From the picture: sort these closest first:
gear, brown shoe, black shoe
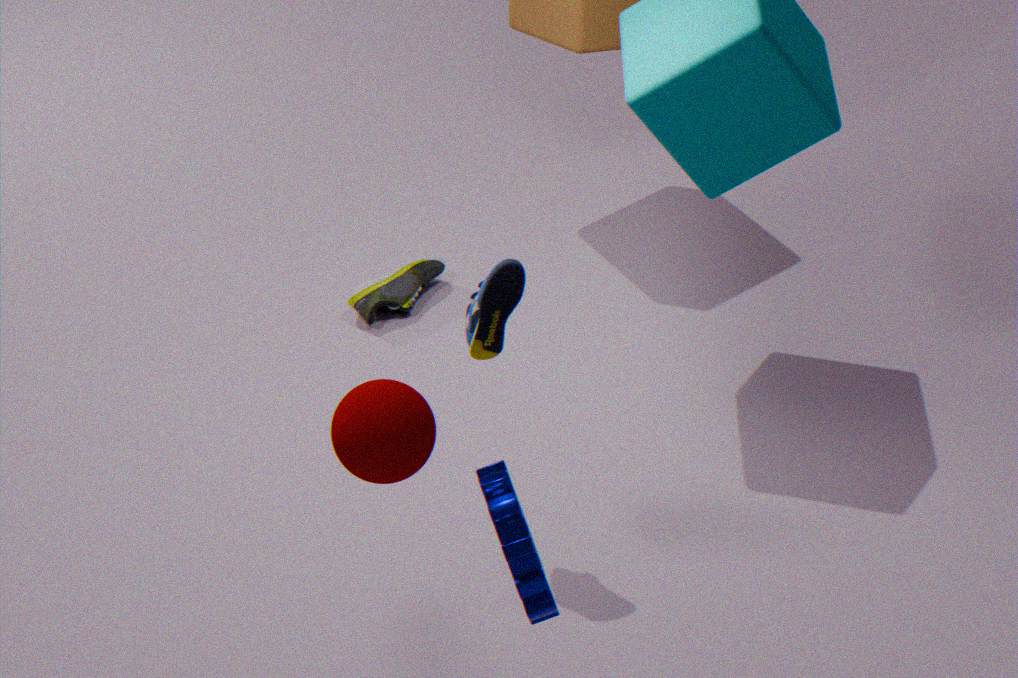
gear → black shoe → brown shoe
